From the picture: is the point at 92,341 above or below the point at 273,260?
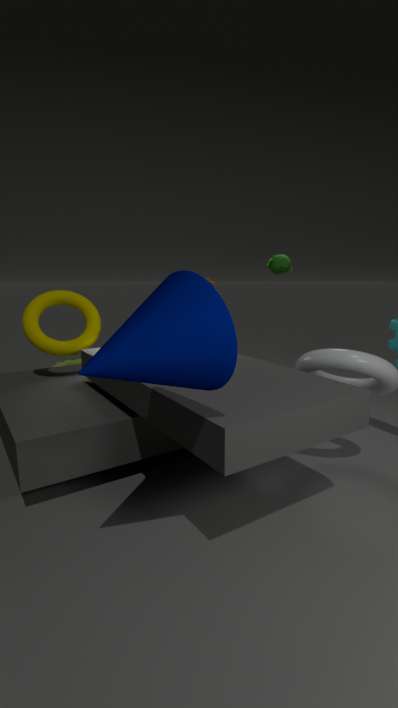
below
